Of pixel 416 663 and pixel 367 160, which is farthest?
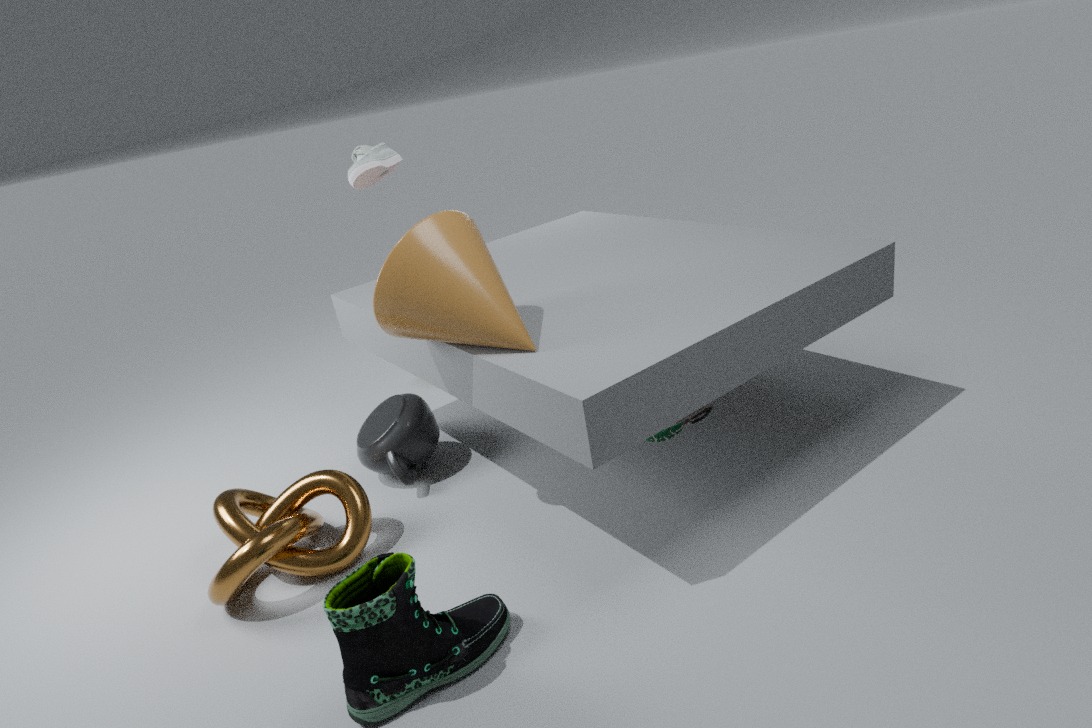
pixel 367 160
